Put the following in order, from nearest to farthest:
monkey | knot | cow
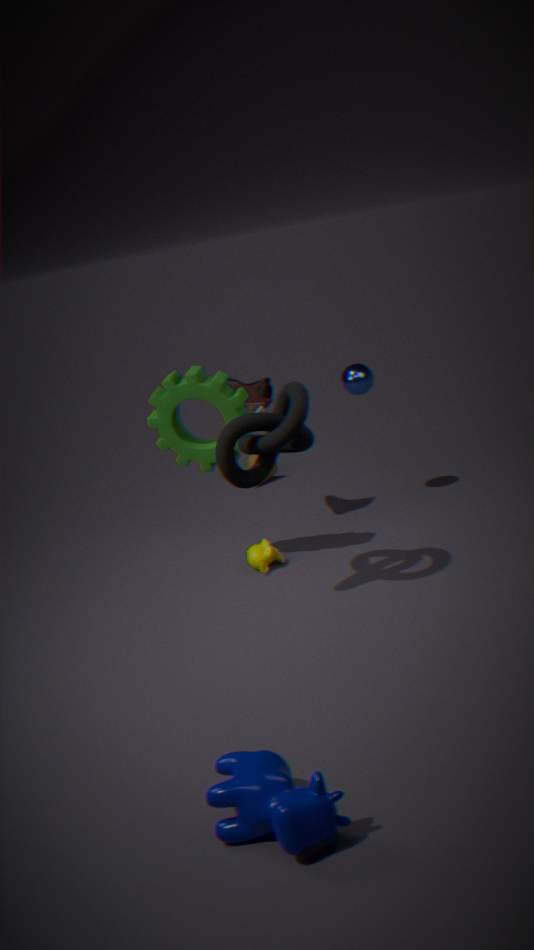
cow < knot < monkey
